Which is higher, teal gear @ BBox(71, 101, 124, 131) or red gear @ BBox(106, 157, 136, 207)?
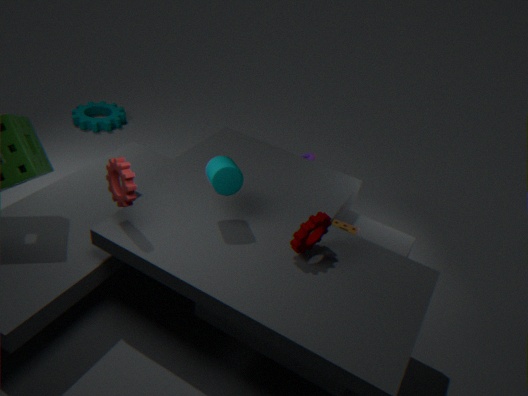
red gear @ BBox(106, 157, 136, 207)
